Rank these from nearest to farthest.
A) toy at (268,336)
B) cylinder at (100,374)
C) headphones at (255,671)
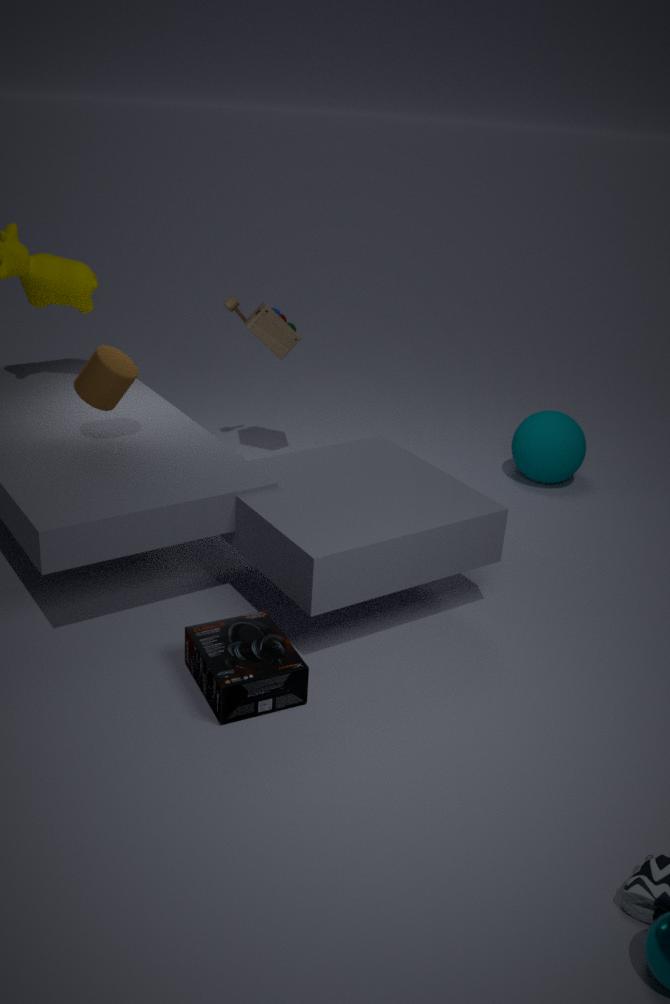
C. headphones at (255,671) < B. cylinder at (100,374) < A. toy at (268,336)
